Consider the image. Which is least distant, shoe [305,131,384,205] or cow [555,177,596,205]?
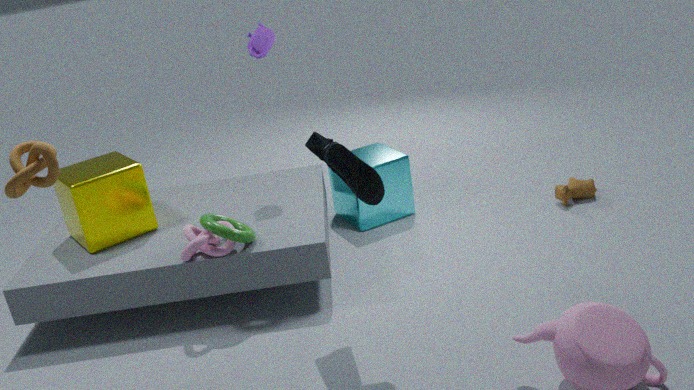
shoe [305,131,384,205]
